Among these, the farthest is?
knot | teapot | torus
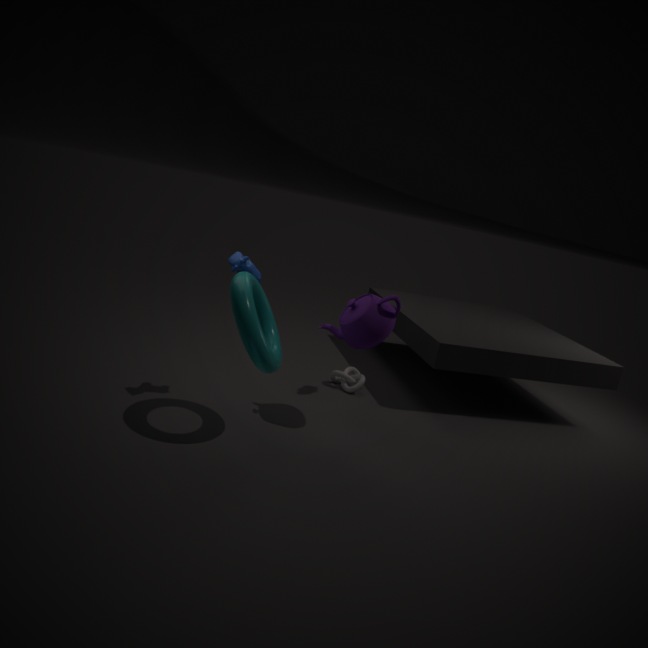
knot
